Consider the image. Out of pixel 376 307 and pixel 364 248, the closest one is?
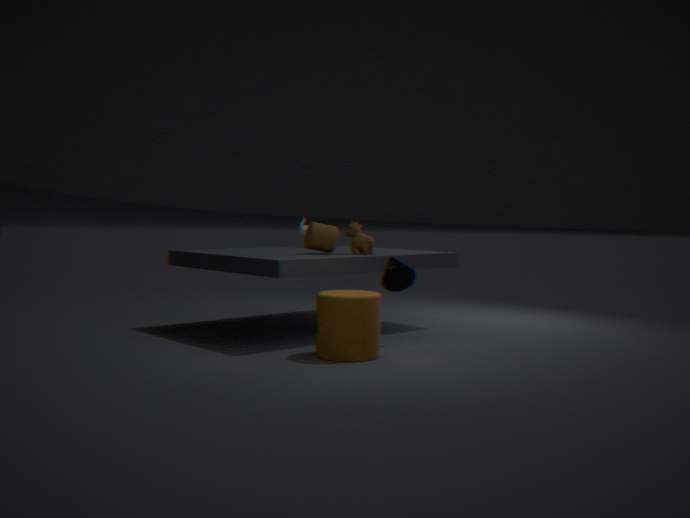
pixel 376 307
